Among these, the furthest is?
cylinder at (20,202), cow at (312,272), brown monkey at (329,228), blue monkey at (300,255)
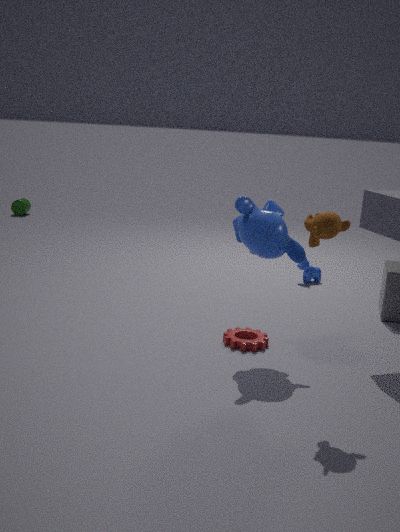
cylinder at (20,202)
